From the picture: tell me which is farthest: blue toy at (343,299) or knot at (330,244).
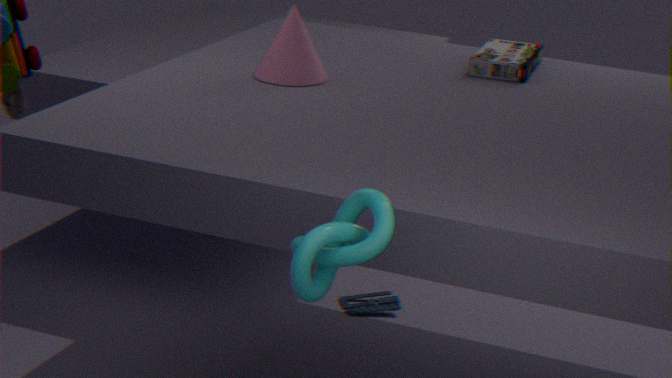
blue toy at (343,299)
